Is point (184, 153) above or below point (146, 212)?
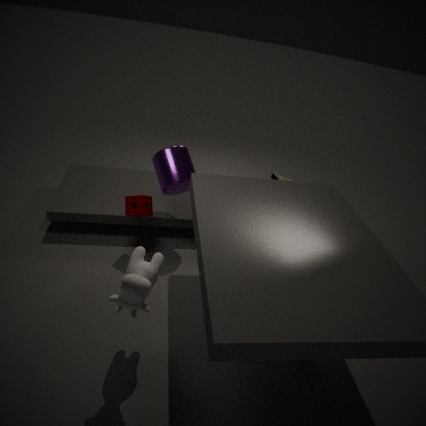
above
